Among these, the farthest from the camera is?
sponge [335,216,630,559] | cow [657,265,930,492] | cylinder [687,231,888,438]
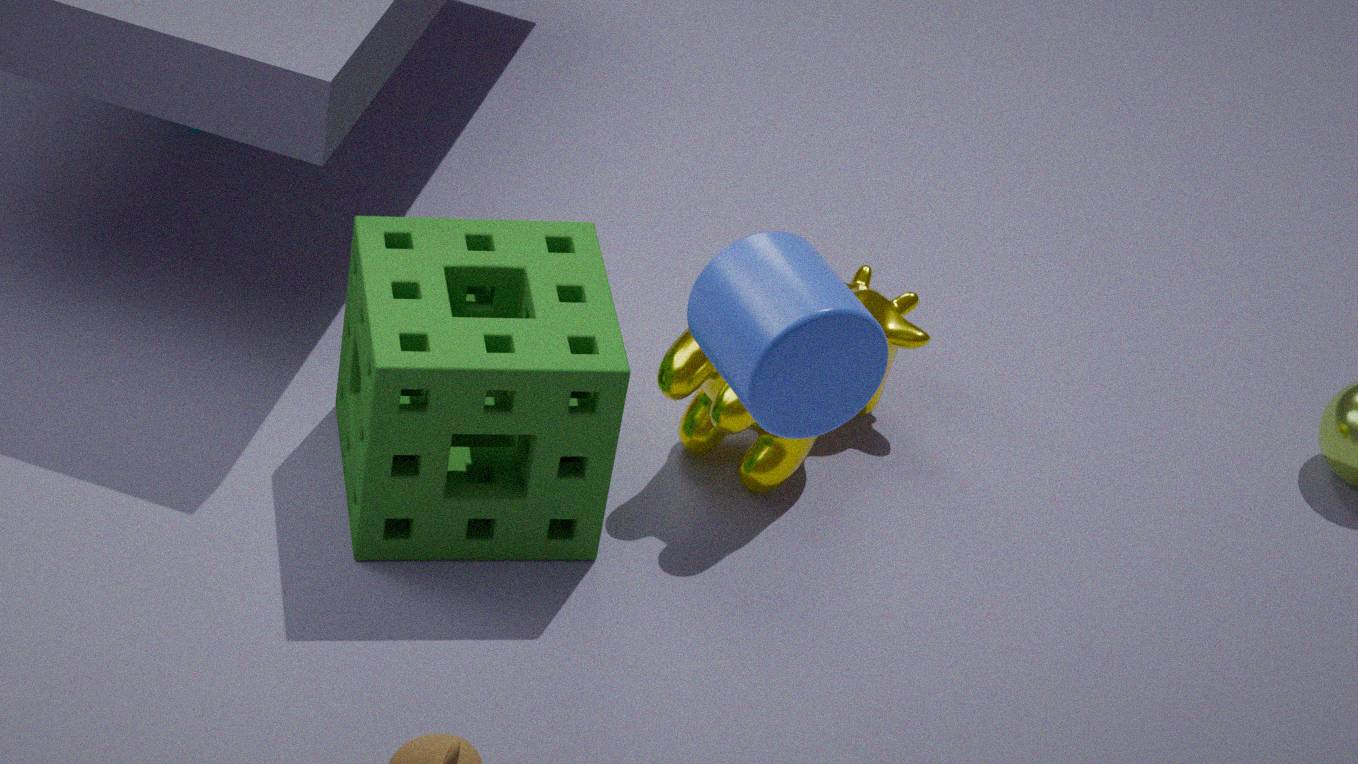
cow [657,265,930,492]
